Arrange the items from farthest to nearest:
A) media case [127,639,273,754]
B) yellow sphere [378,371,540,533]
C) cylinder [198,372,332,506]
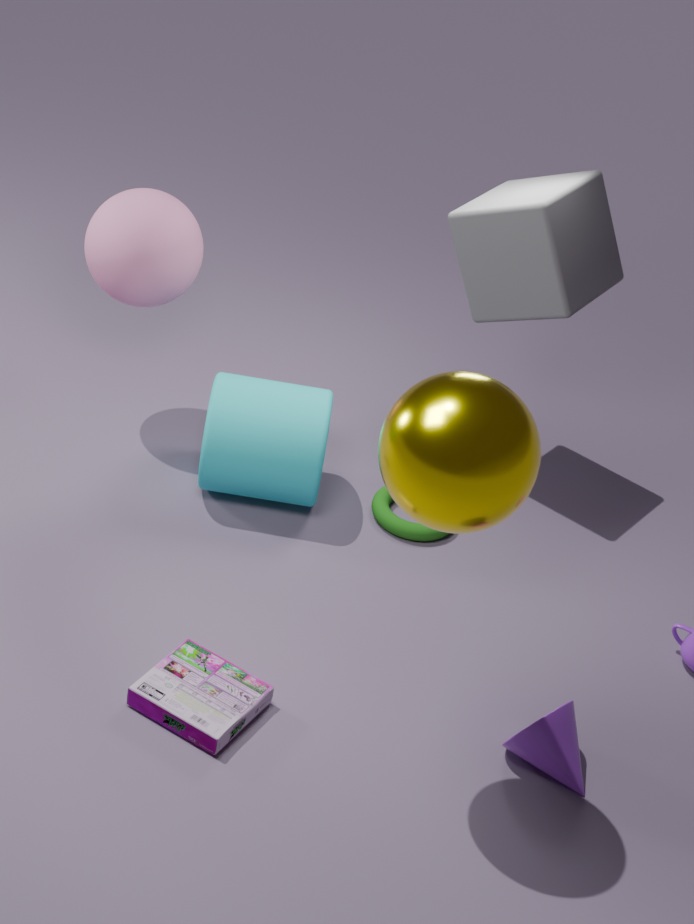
cylinder [198,372,332,506] < media case [127,639,273,754] < yellow sphere [378,371,540,533]
